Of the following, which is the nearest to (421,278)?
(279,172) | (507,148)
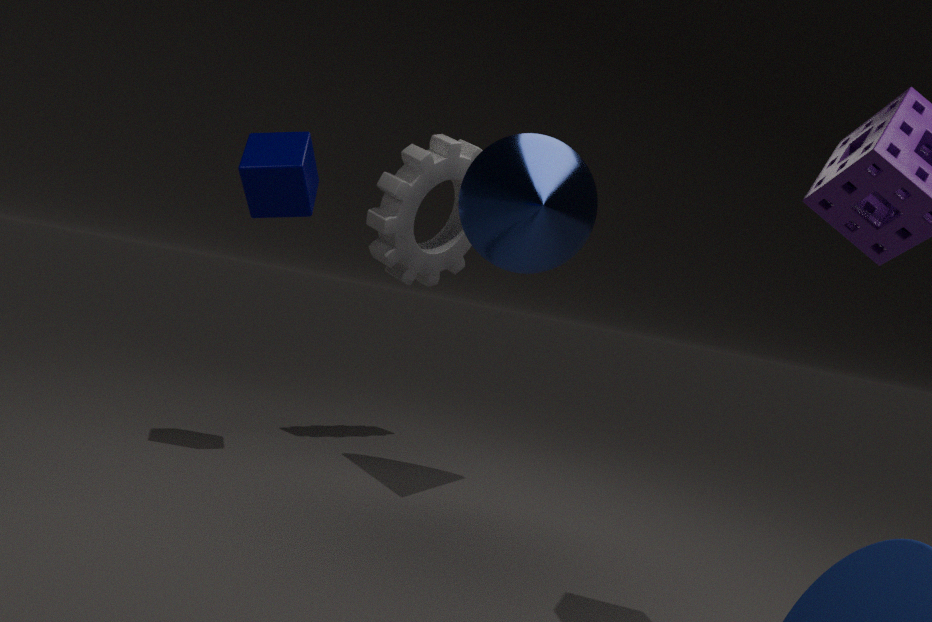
(507,148)
